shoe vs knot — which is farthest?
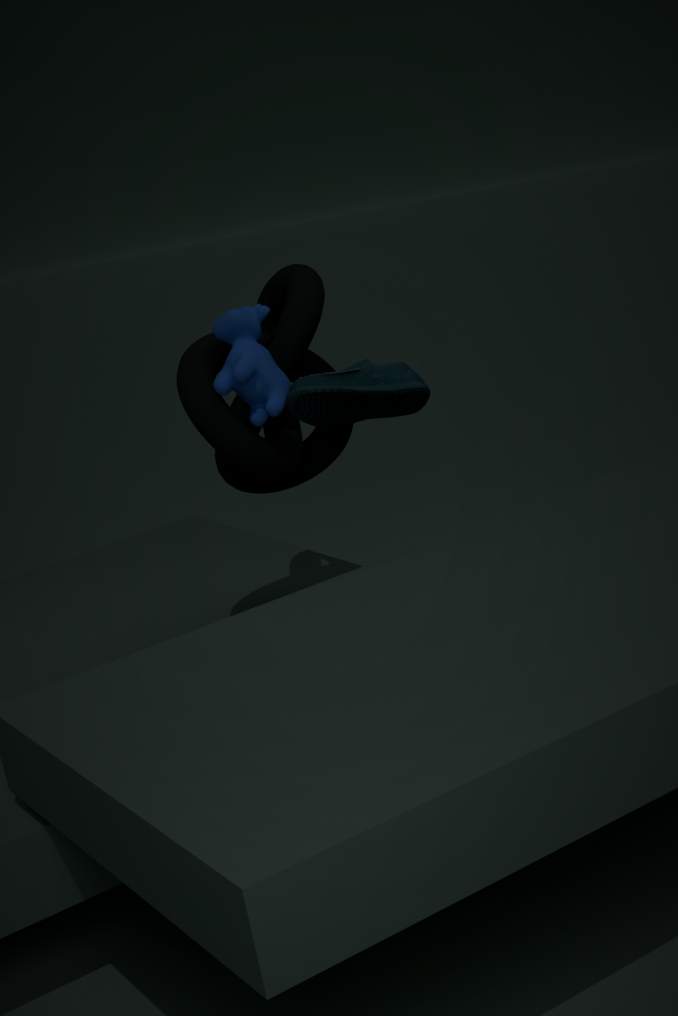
knot
